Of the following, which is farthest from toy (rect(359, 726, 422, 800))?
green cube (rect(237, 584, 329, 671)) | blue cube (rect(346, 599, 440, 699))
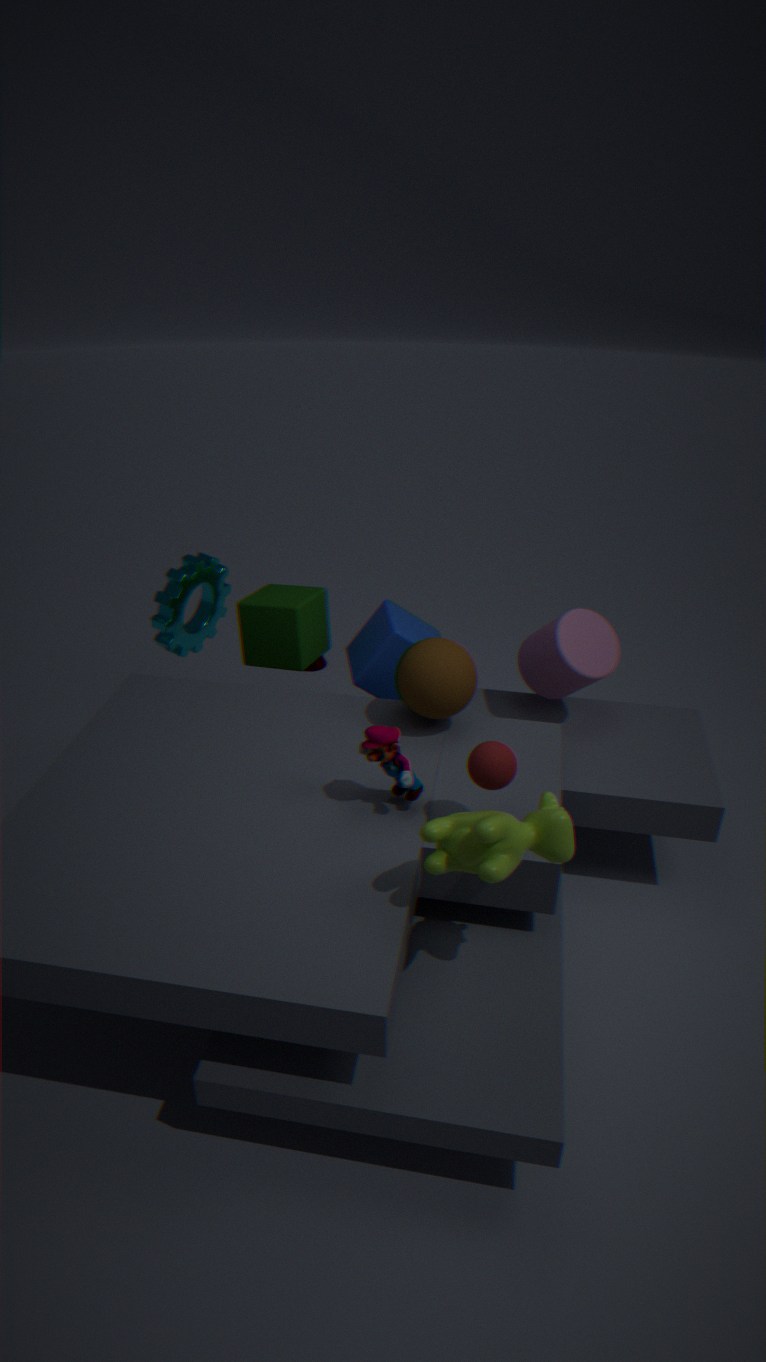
green cube (rect(237, 584, 329, 671))
